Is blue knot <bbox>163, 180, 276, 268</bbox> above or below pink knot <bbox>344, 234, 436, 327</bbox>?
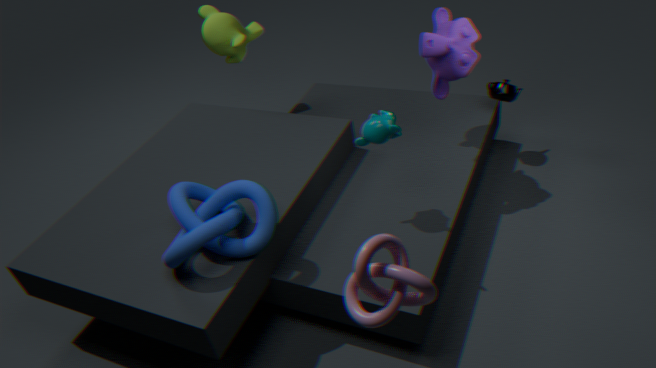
below
